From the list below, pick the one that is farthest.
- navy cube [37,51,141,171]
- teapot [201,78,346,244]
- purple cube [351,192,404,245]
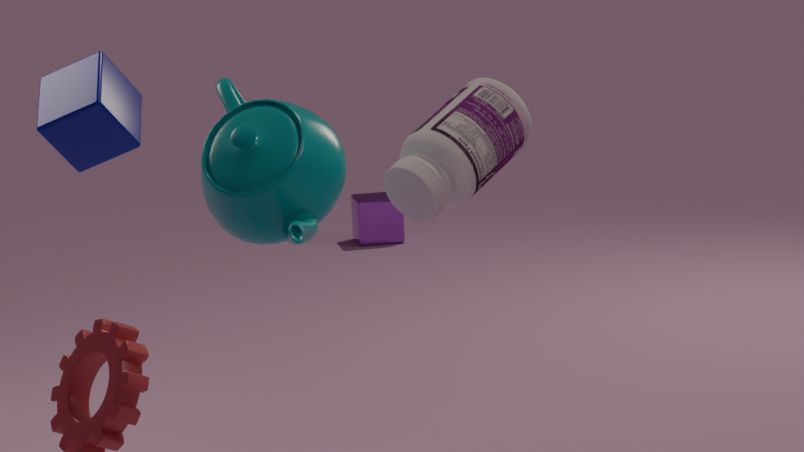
purple cube [351,192,404,245]
